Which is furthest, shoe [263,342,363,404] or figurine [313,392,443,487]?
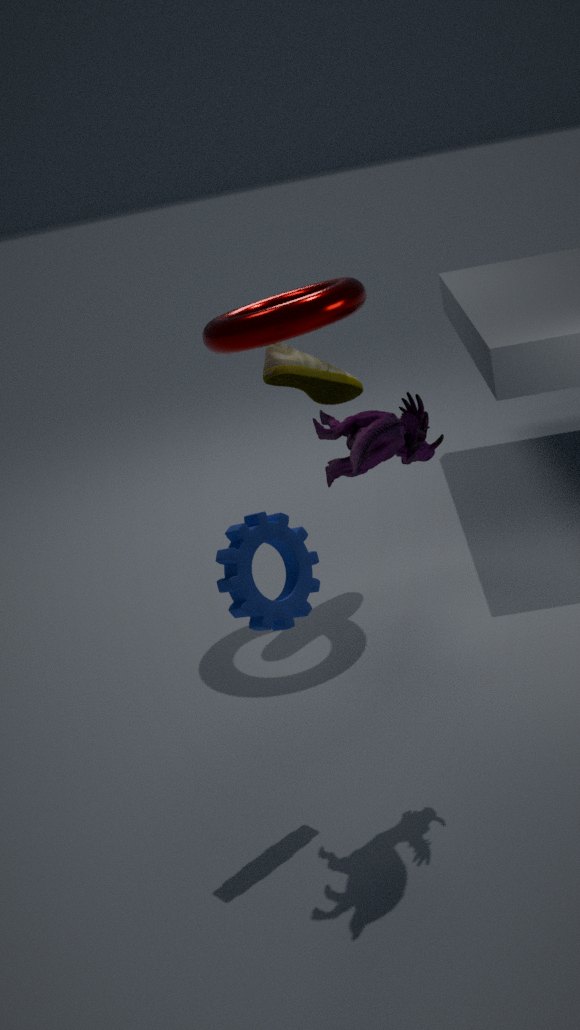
shoe [263,342,363,404]
